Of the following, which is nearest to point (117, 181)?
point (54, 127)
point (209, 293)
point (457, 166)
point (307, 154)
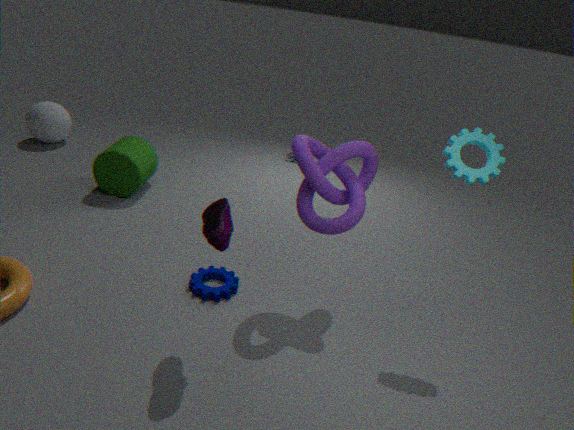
point (54, 127)
